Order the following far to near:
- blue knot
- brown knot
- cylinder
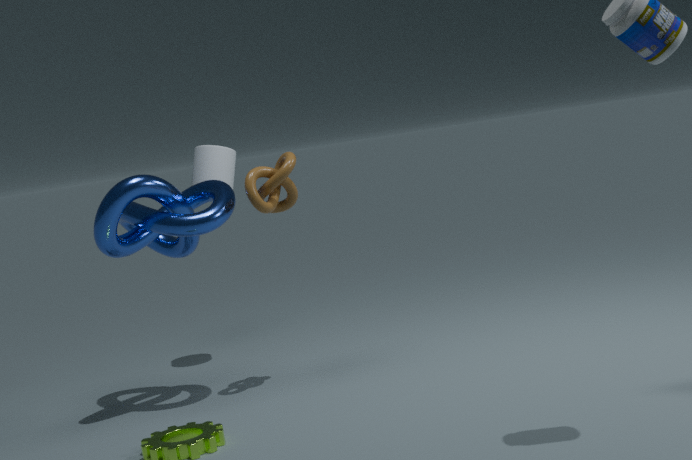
cylinder, brown knot, blue knot
